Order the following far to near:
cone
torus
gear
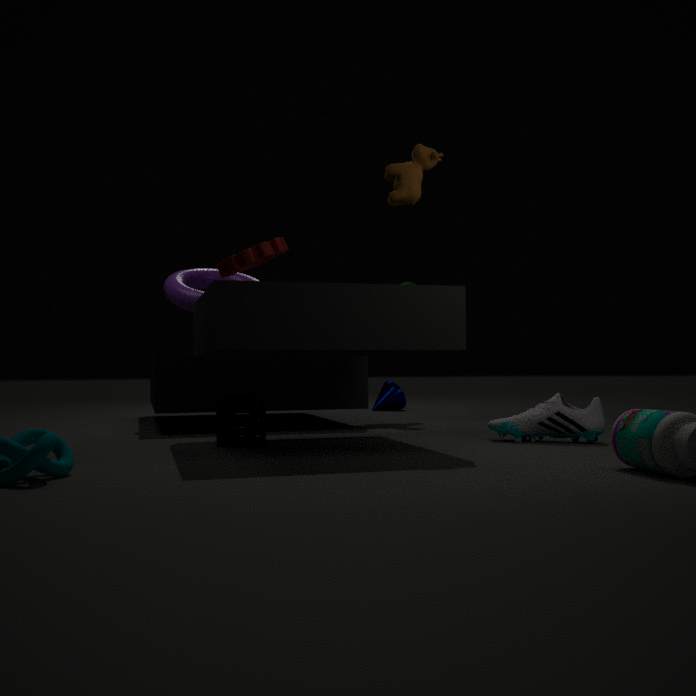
cone < torus < gear
